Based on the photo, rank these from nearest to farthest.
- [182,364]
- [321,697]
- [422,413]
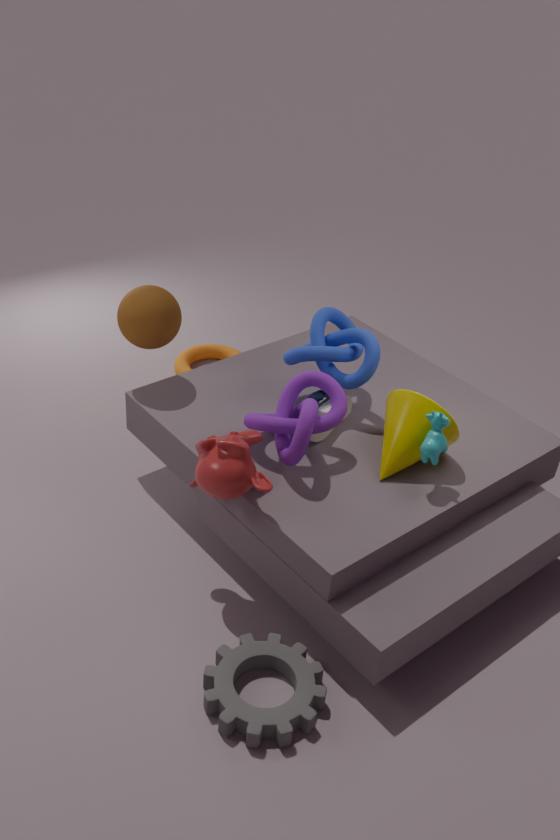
[321,697], [422,413], [182,364]
